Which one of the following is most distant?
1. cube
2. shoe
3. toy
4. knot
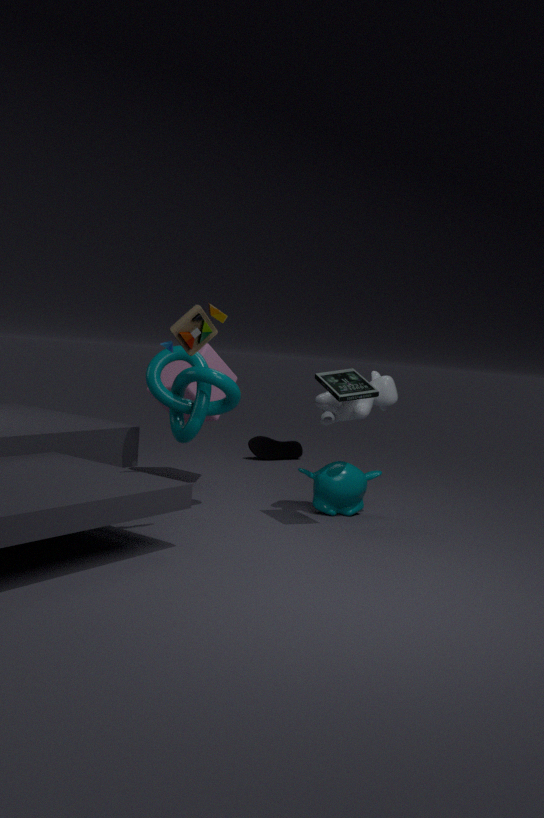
shoe
